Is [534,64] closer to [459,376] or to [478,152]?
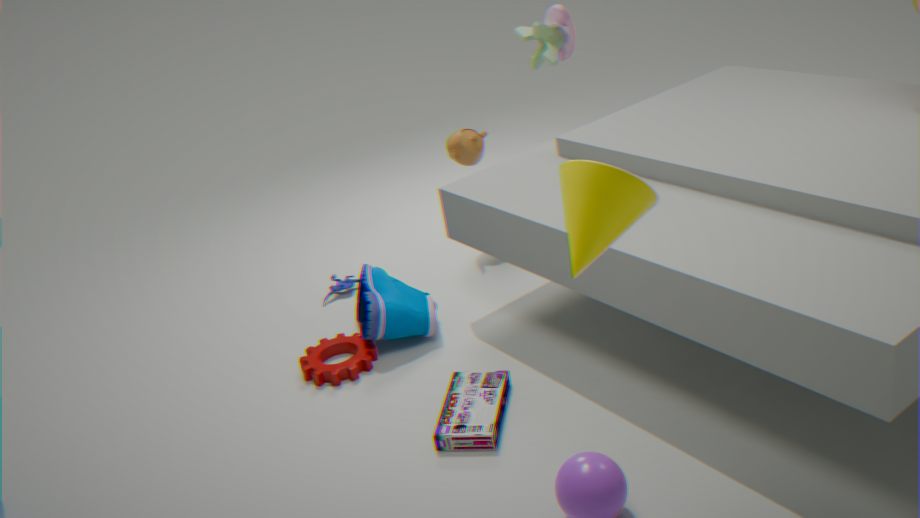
[478,152]
